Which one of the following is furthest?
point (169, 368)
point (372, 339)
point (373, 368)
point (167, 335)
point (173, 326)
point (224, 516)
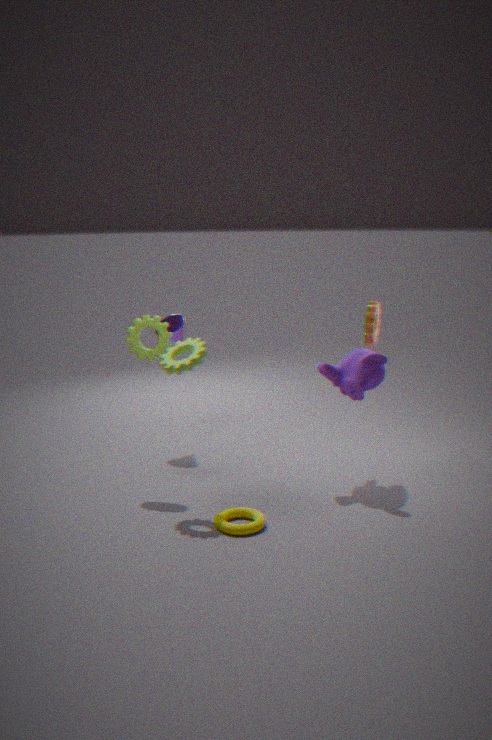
point (173, 326)
